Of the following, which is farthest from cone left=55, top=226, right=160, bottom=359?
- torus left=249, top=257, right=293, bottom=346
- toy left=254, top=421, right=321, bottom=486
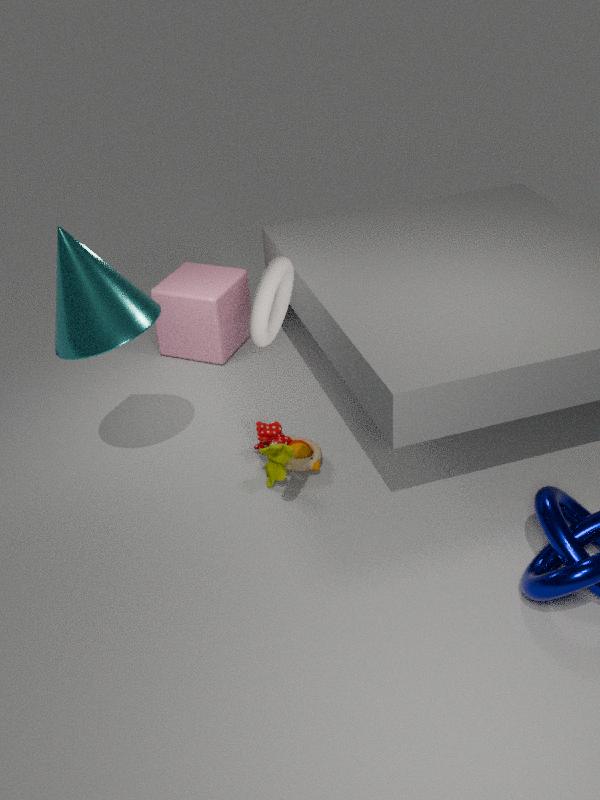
torus left=249, top=257, right=293, bottom=346
